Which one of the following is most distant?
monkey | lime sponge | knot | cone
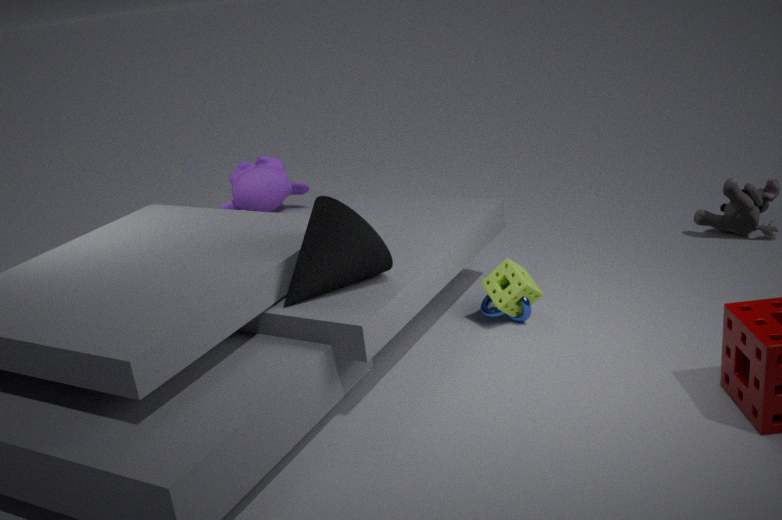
monkey
